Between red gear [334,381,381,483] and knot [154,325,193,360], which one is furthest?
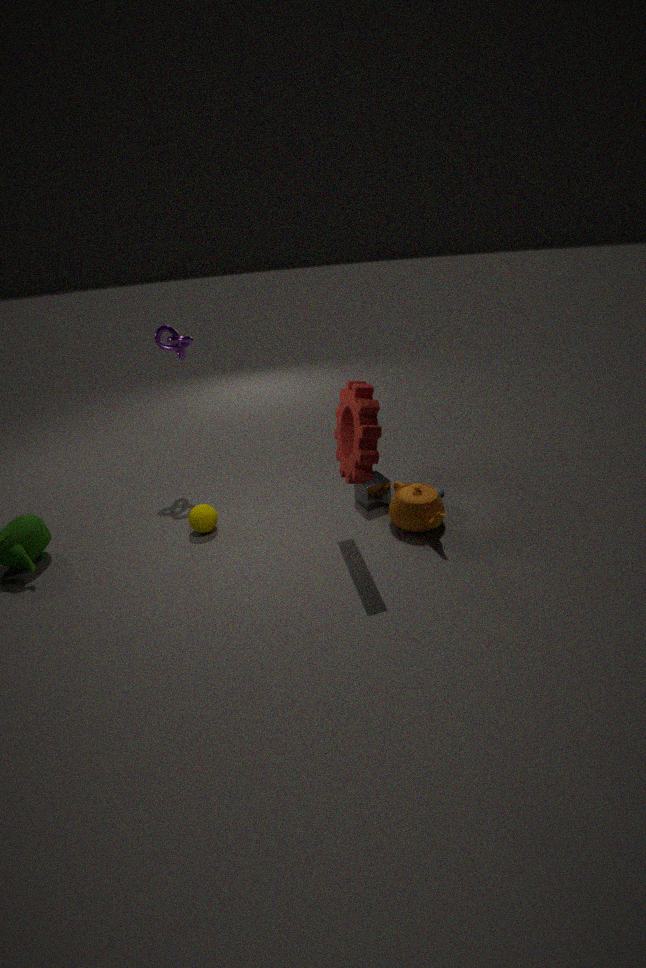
knot [154,325,193,360]
